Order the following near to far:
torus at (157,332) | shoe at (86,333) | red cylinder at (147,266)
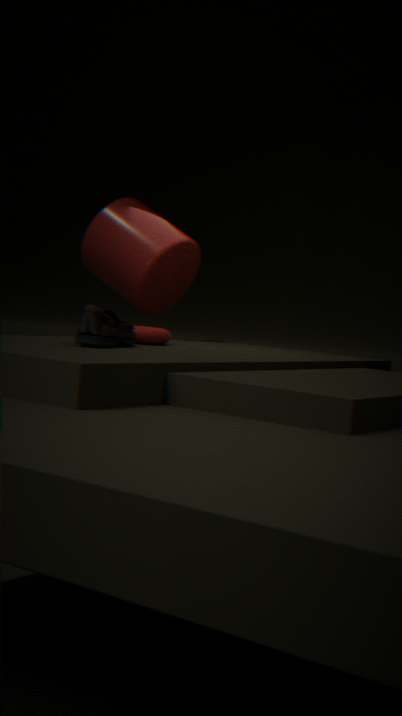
1. shoe at (86,333)
2. torus at (157,332)
3. red cylinder at (147,266)
